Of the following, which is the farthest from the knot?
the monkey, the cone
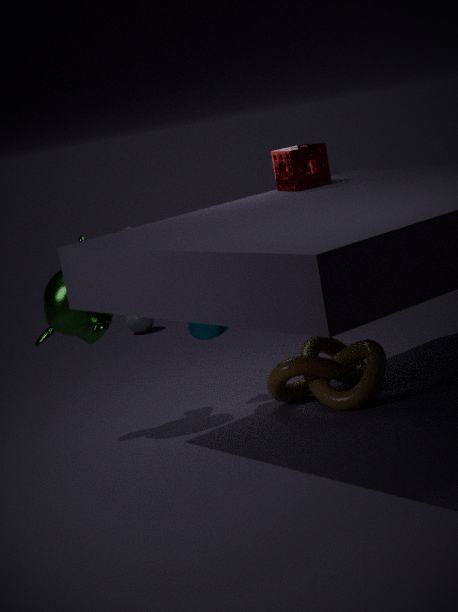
the monkey
